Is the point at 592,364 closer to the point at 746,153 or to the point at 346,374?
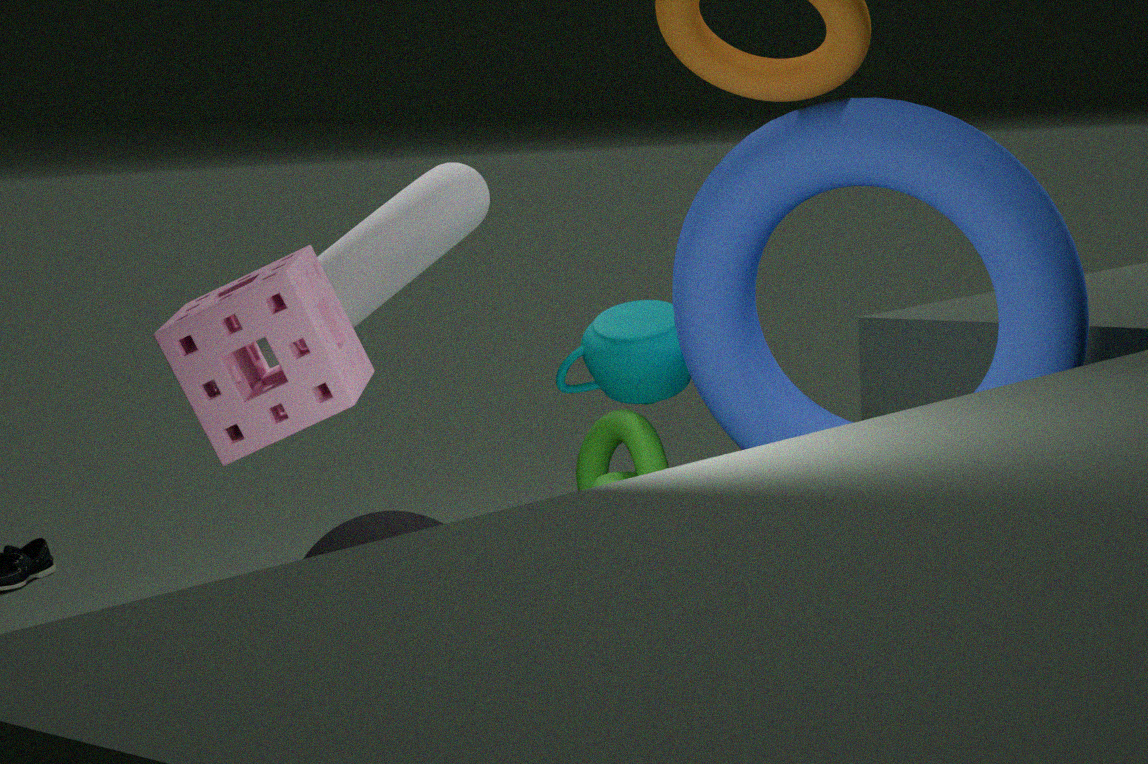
the point at 746,153
